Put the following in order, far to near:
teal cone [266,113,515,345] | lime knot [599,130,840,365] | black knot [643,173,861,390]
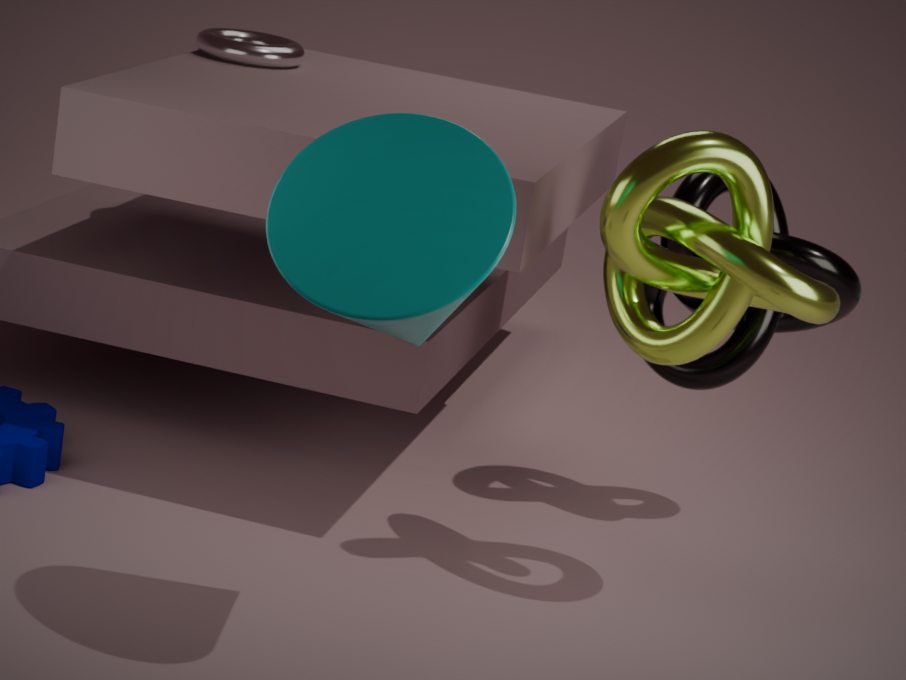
black knot [643,173,861,390], lime knot [599,130,840,365], teal cone [266,113,515,345]
